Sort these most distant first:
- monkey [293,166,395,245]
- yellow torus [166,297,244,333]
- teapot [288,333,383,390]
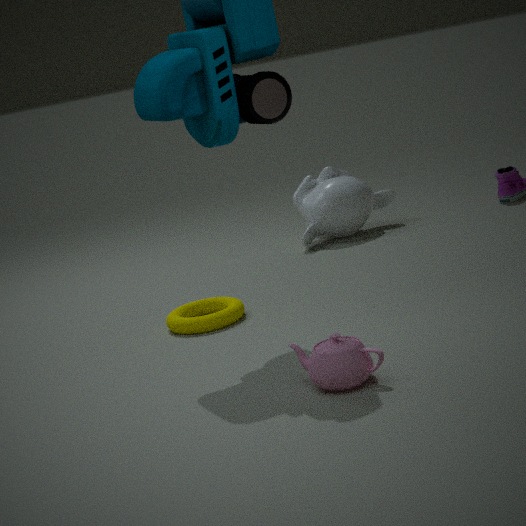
1. monkey [293,166,395,245]
2. yellow torus [166,297,244,333]
3. teapot [288,333,383,390]
